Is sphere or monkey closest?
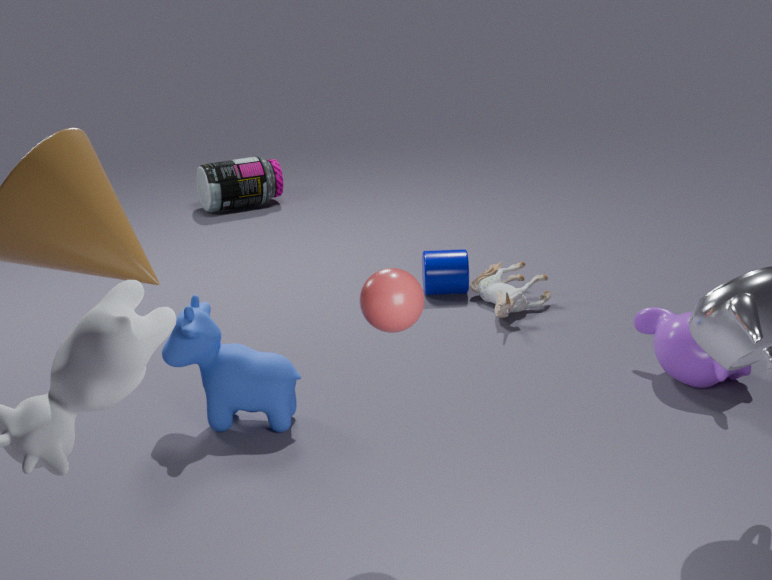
sphere
